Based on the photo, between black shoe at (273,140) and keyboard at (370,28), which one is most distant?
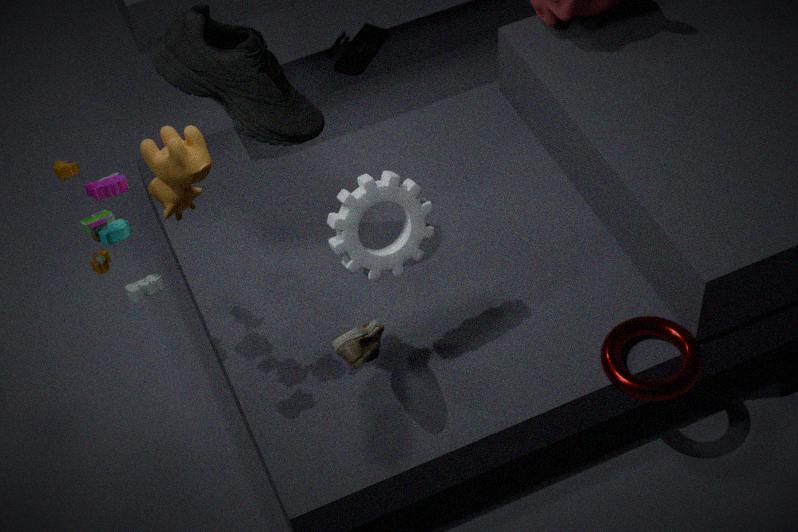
keyboard at (370,28)
